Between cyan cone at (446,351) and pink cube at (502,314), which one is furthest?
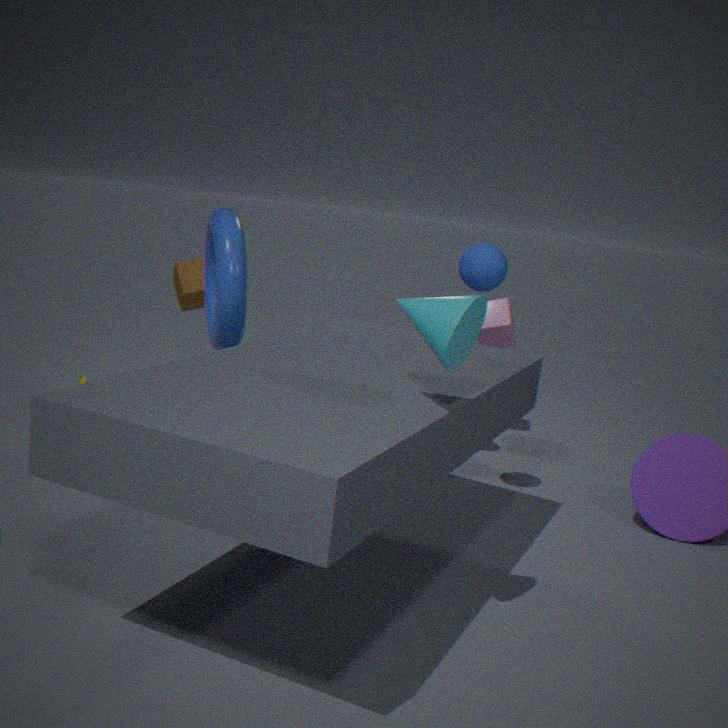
pink cube at (502,314)
